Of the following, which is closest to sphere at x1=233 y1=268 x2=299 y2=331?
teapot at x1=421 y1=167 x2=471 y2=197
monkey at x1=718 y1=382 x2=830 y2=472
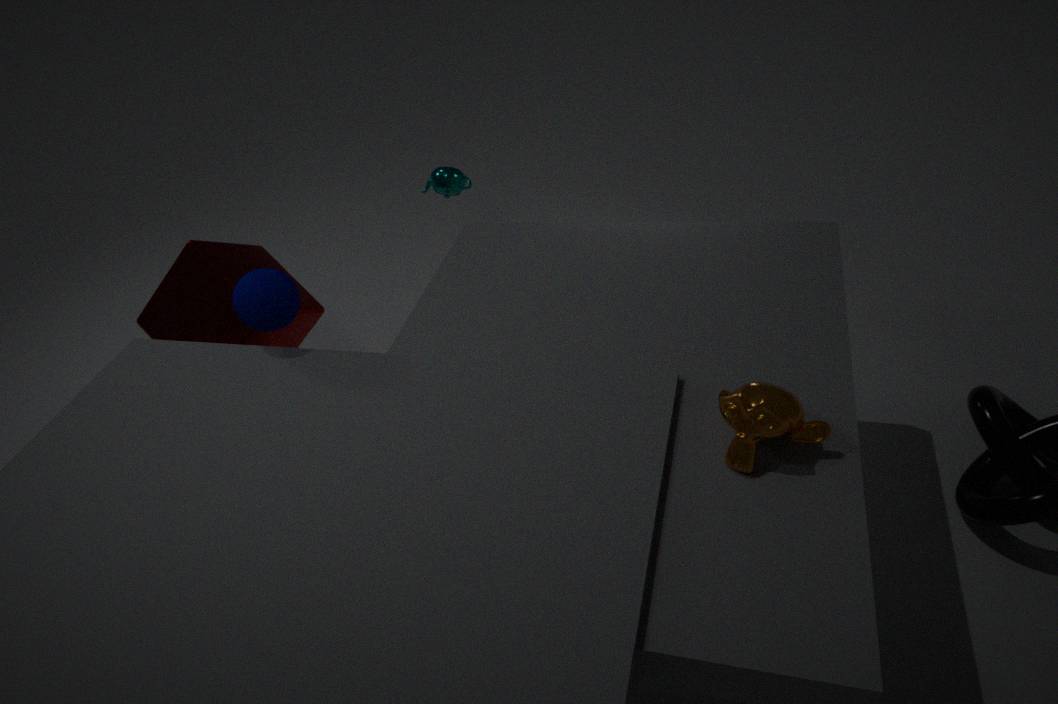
monkey at x1=718 y1=382 x2=830 y2=472
